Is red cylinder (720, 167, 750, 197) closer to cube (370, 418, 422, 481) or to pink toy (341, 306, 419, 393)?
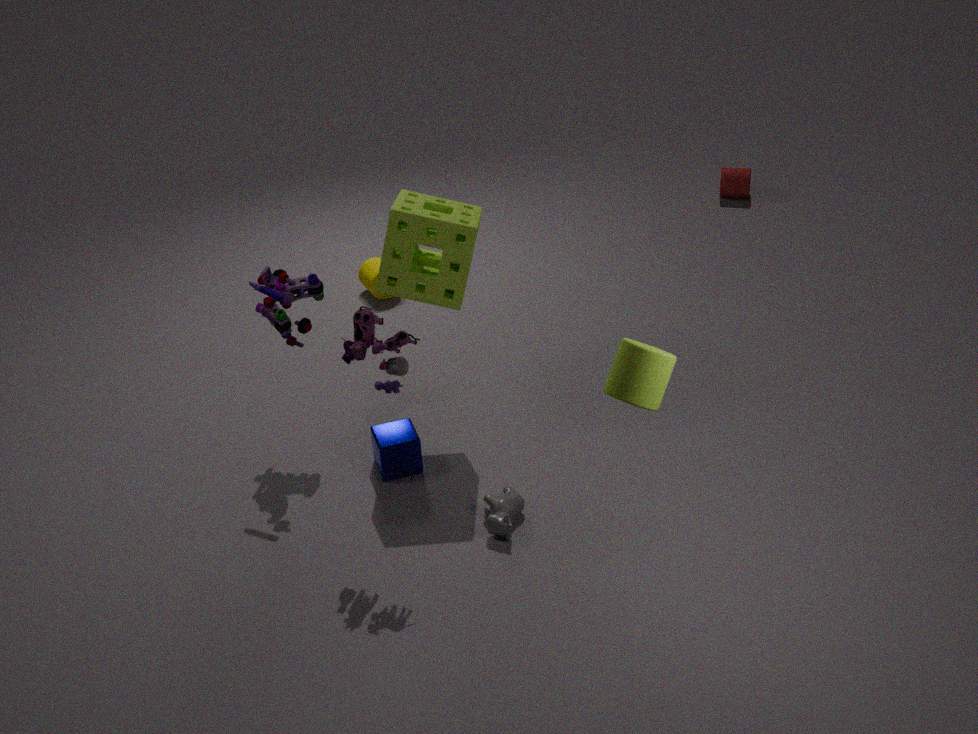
cube (370, 418, 422, 481)
